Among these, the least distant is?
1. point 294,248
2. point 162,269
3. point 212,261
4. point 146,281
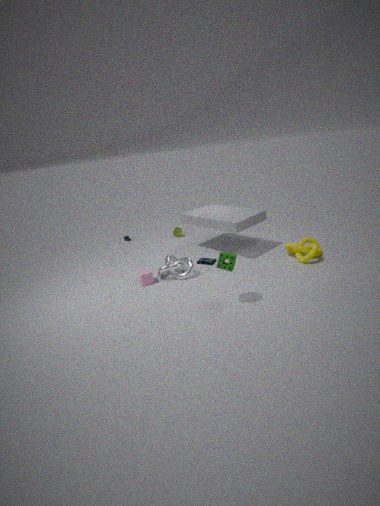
point 162,269
